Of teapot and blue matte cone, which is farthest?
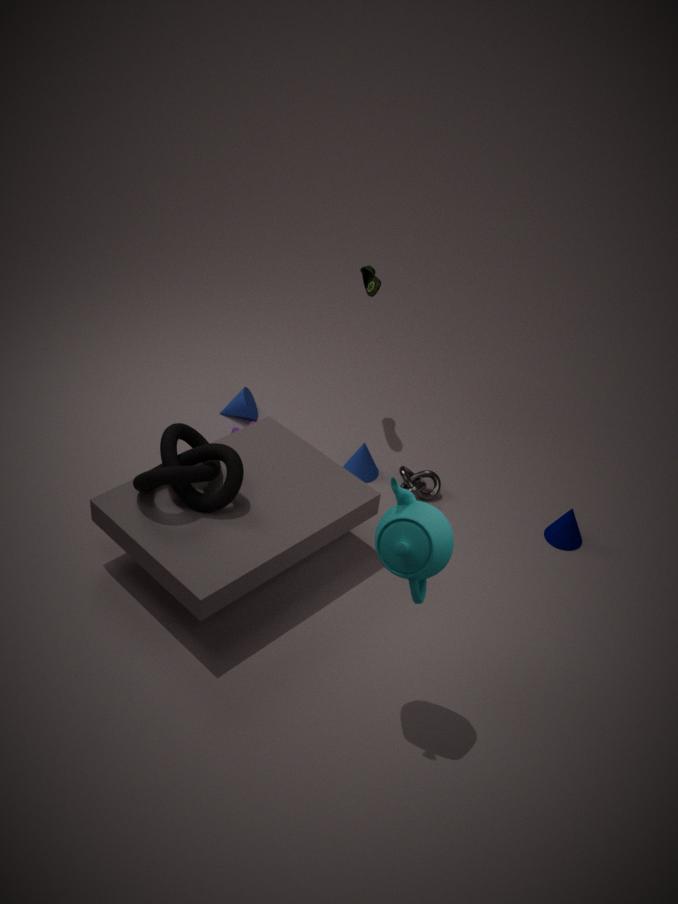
blue matte cone
